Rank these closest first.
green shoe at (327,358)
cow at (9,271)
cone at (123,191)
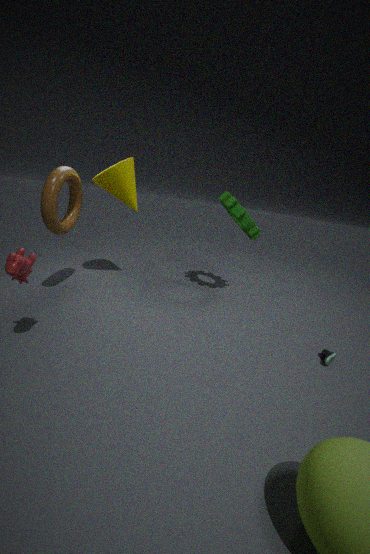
1. cow at (9,271)
2. green shoe at (327,358)
3. cone at (123,191)
